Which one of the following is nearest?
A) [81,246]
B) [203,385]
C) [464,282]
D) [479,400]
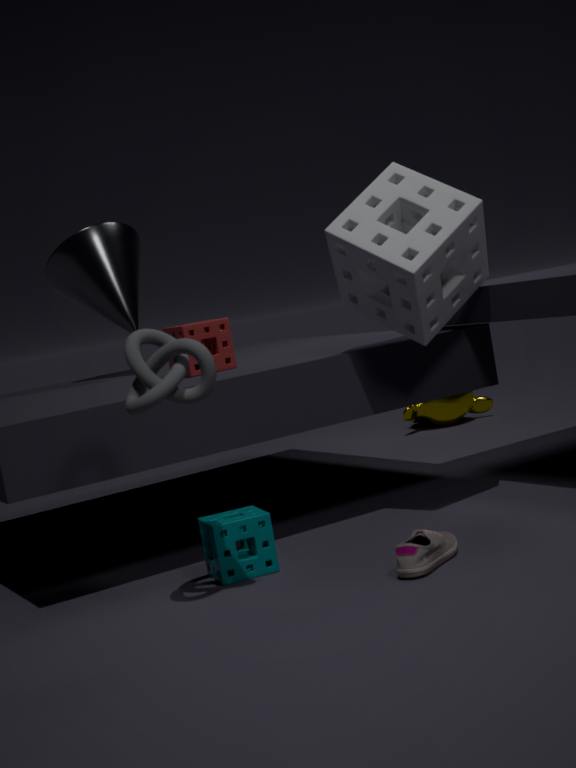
[203,385]
